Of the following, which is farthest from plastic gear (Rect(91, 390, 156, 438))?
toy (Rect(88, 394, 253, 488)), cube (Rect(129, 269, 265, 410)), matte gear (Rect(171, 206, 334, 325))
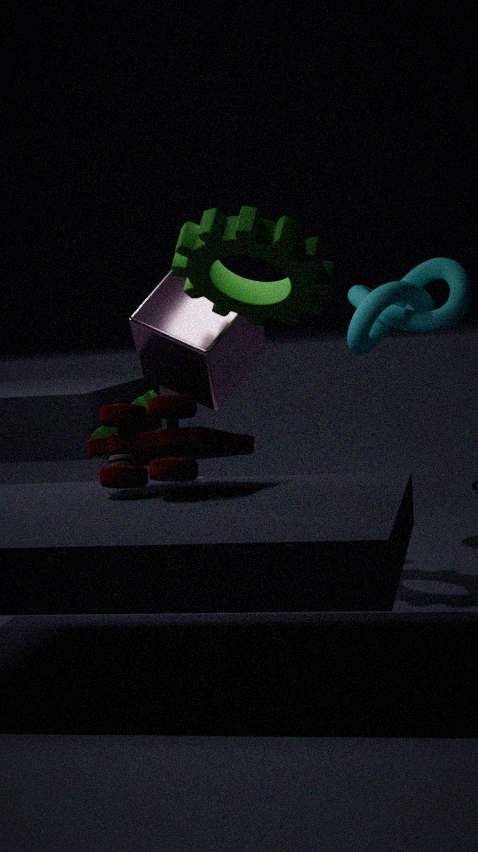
toy (Rect(88, 394, 253, 488))
